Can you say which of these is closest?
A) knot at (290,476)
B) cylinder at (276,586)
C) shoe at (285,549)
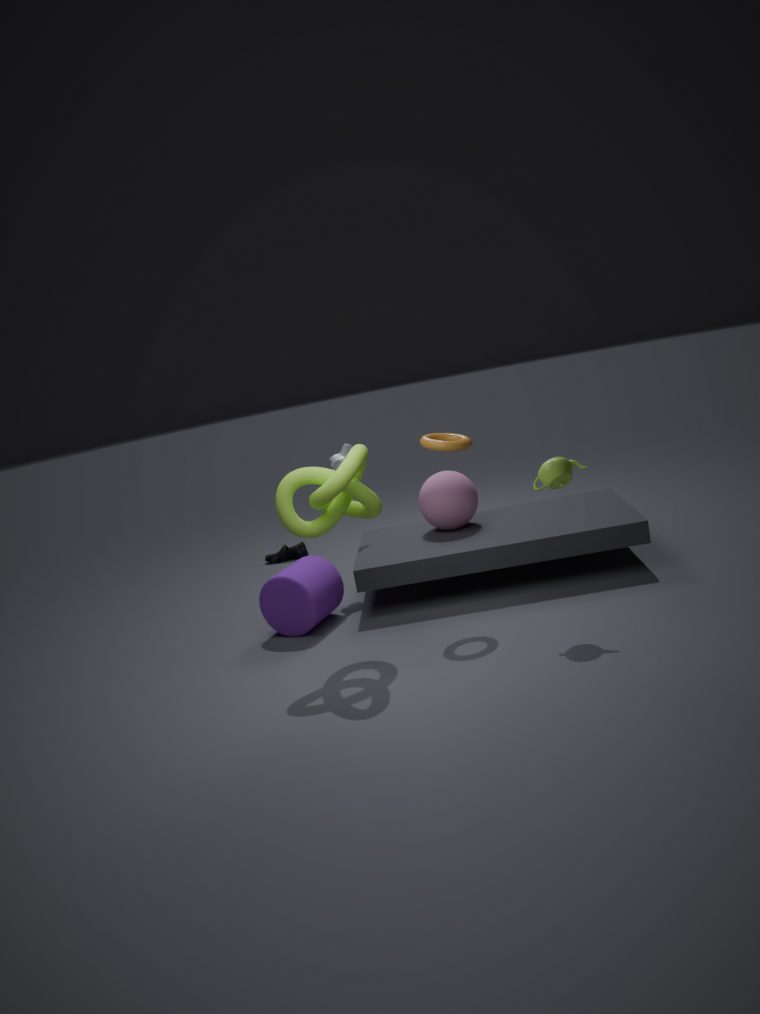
knot at (290,476)
